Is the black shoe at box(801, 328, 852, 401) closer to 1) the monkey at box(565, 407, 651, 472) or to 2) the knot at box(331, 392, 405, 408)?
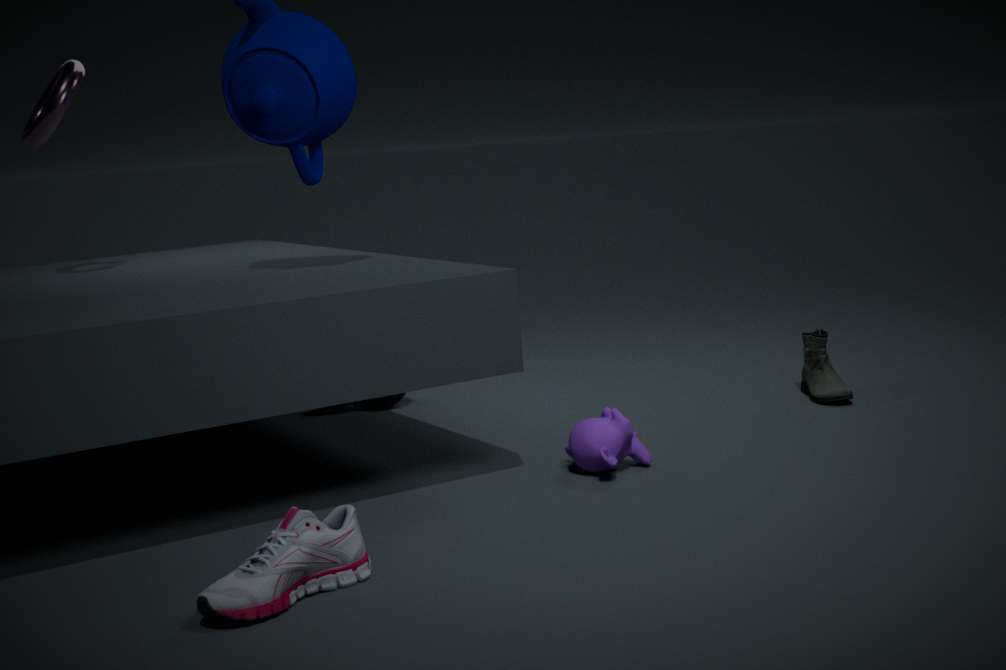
1) the monkey at box(565, 407, 651, 472)
